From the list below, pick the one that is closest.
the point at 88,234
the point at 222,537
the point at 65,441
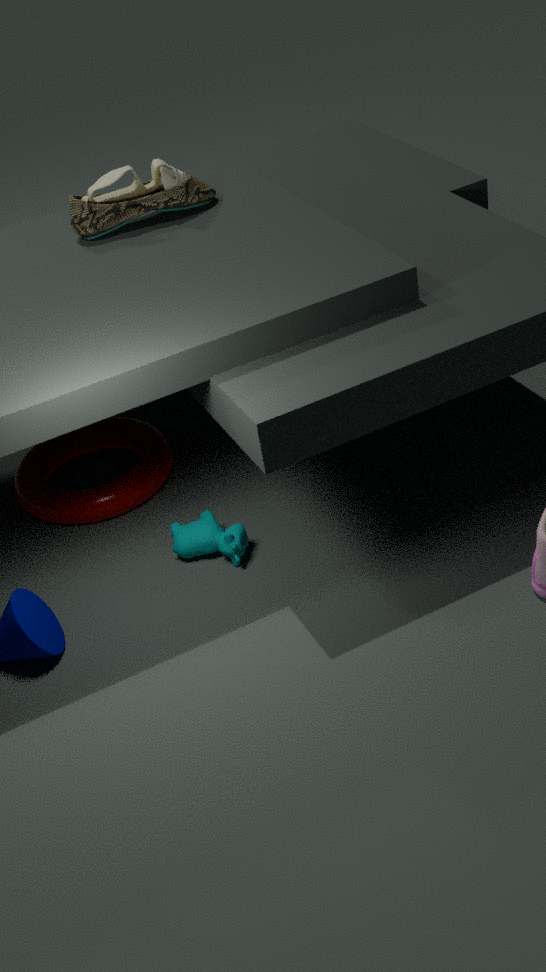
the point at 222,537
